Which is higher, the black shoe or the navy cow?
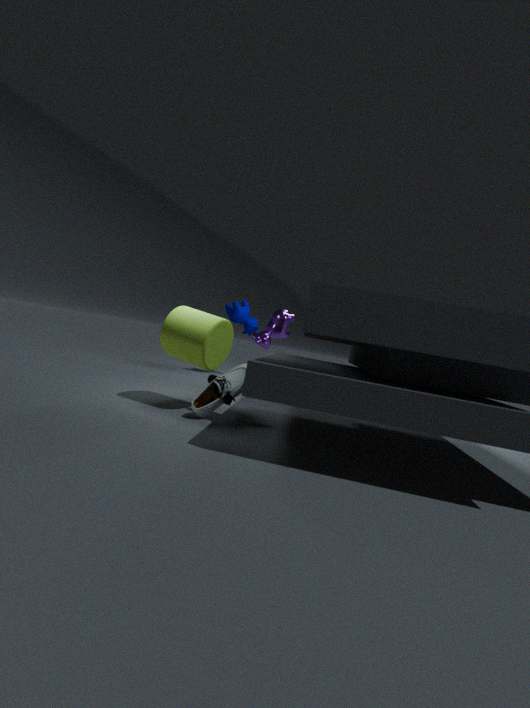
the navy cow
